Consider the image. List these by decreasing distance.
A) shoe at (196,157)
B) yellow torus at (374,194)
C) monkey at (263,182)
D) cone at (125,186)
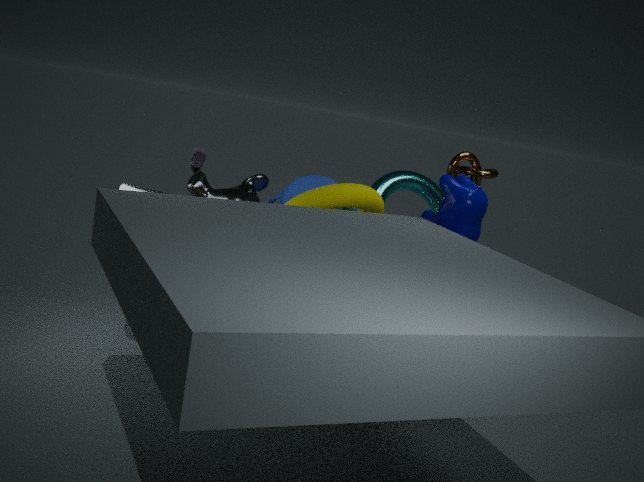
1. monkey at (263,182)
2. cone at (125,186)
3. yellow torus at (374,194)
4. shoe at (196,157)
